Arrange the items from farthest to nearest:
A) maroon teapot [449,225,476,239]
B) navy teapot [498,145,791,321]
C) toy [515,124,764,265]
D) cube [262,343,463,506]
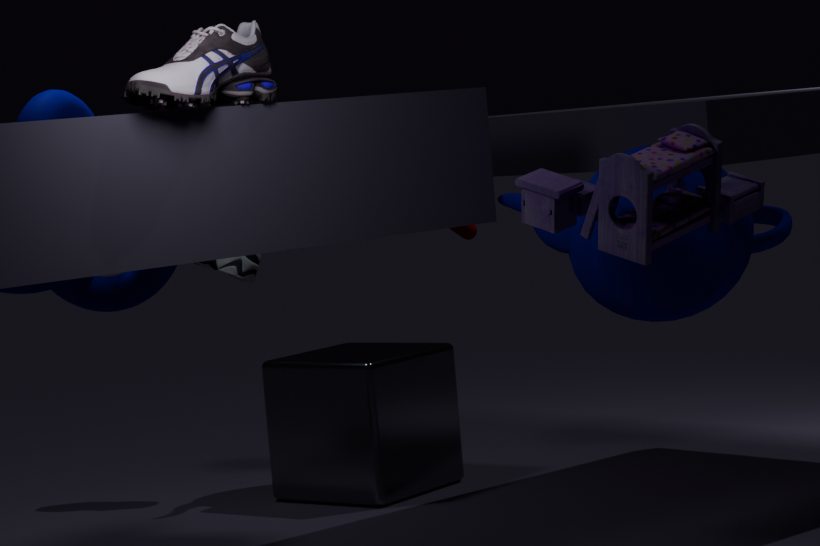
1. maroon teapot [449,225,476,239]
2. cube [262,343,463,506]
3. navy teapot [498,145,791,321]
4. toy [515,124,764,265]
